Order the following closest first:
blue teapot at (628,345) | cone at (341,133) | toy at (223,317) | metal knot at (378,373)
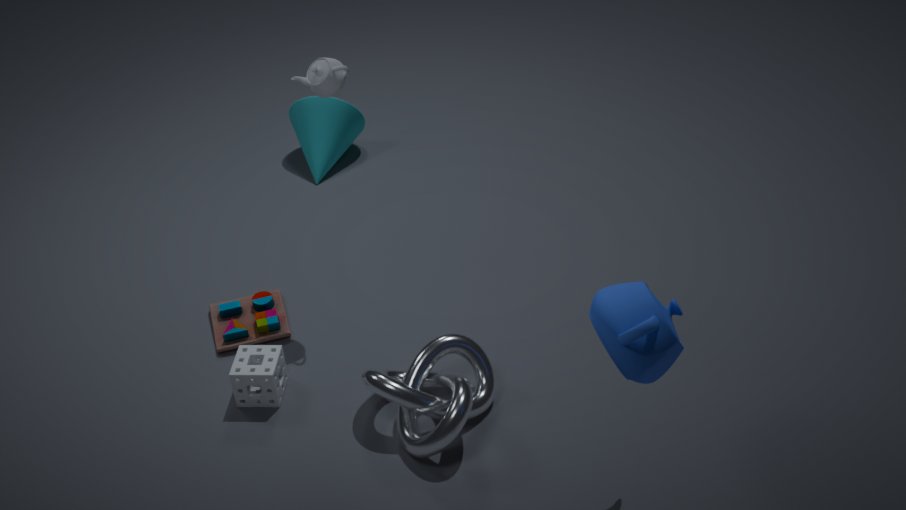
blue teapot at (628,345) < metal knot at (378,373) < toy at (223,317) < cone at (341,133)
